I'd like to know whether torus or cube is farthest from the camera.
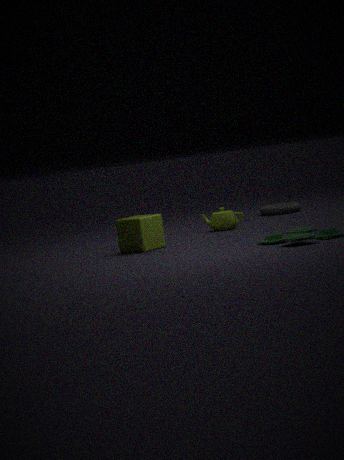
torus
